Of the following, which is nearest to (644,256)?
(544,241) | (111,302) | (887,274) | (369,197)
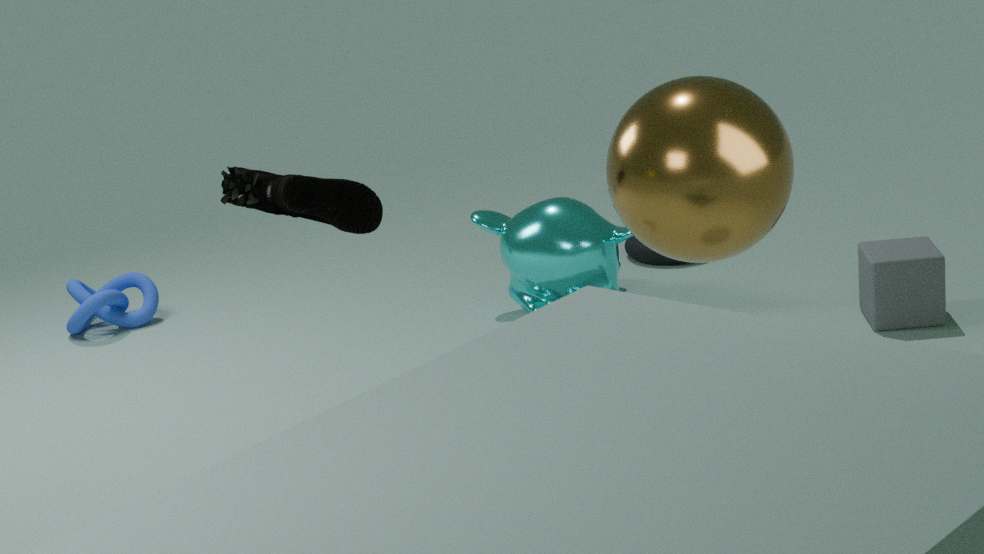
(544,241)
